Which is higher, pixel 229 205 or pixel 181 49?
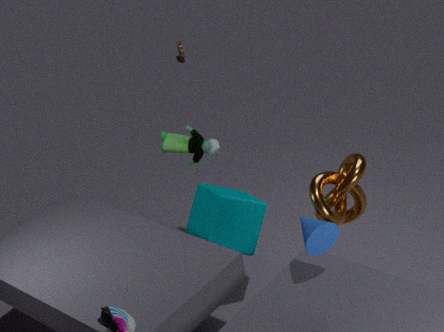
pixel 229 205
